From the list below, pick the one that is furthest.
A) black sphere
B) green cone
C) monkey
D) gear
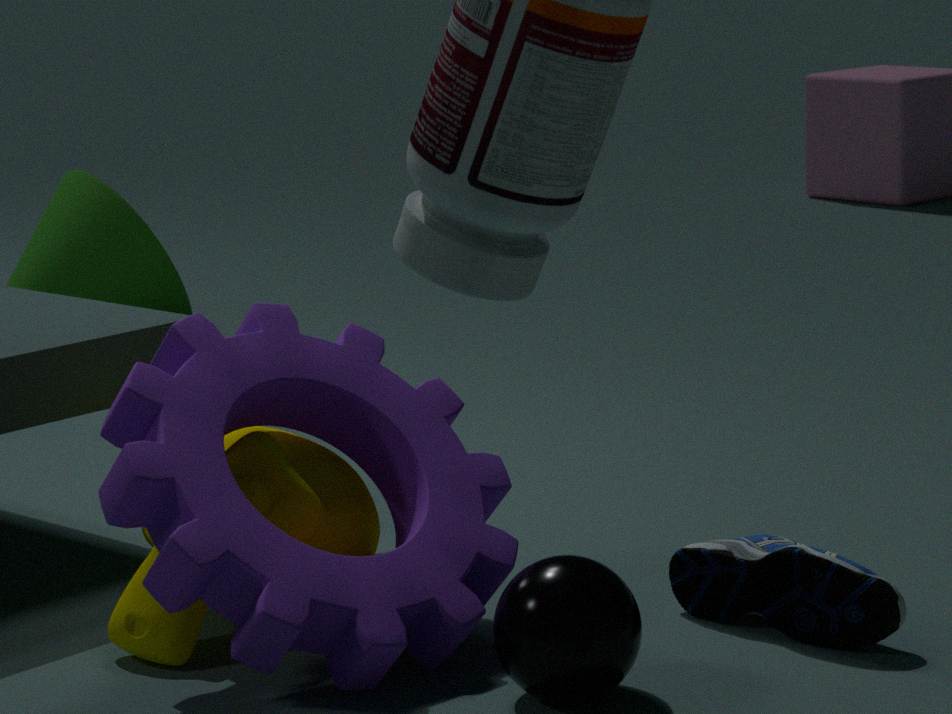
green cone
